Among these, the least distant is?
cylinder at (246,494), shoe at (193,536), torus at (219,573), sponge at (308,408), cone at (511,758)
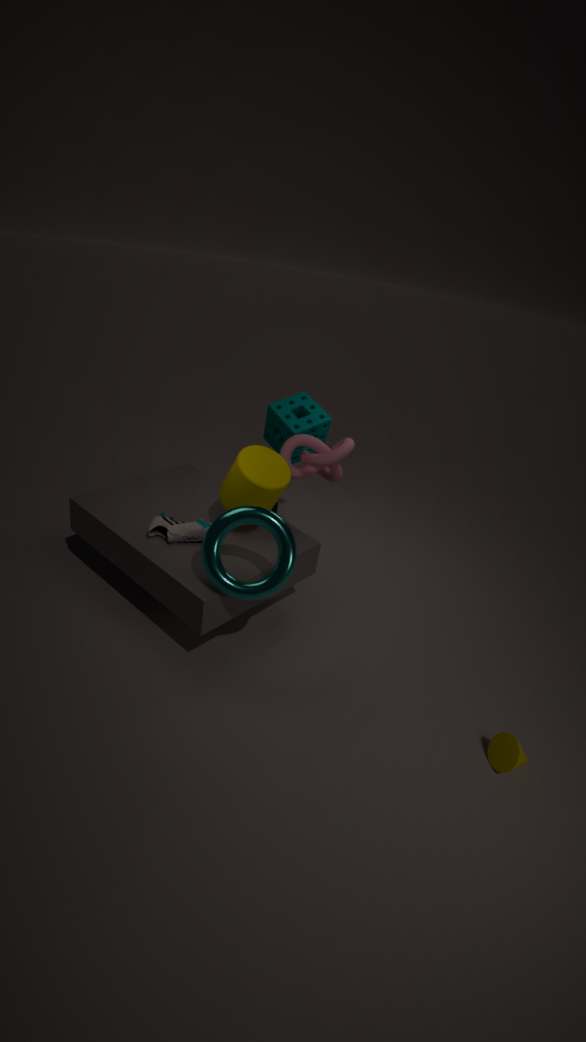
cone at (511,758)
